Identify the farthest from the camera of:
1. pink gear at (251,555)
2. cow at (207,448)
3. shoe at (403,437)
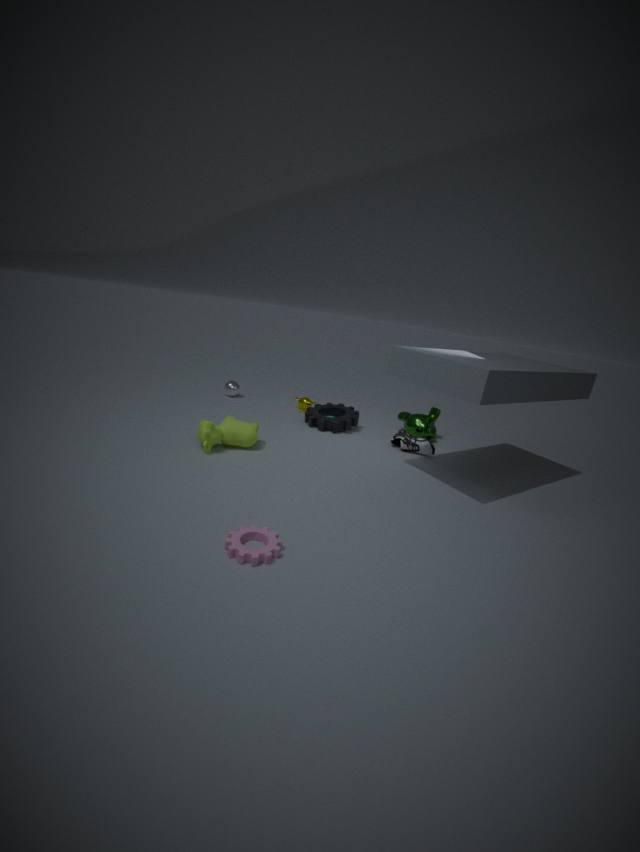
shoe at (403,437)
